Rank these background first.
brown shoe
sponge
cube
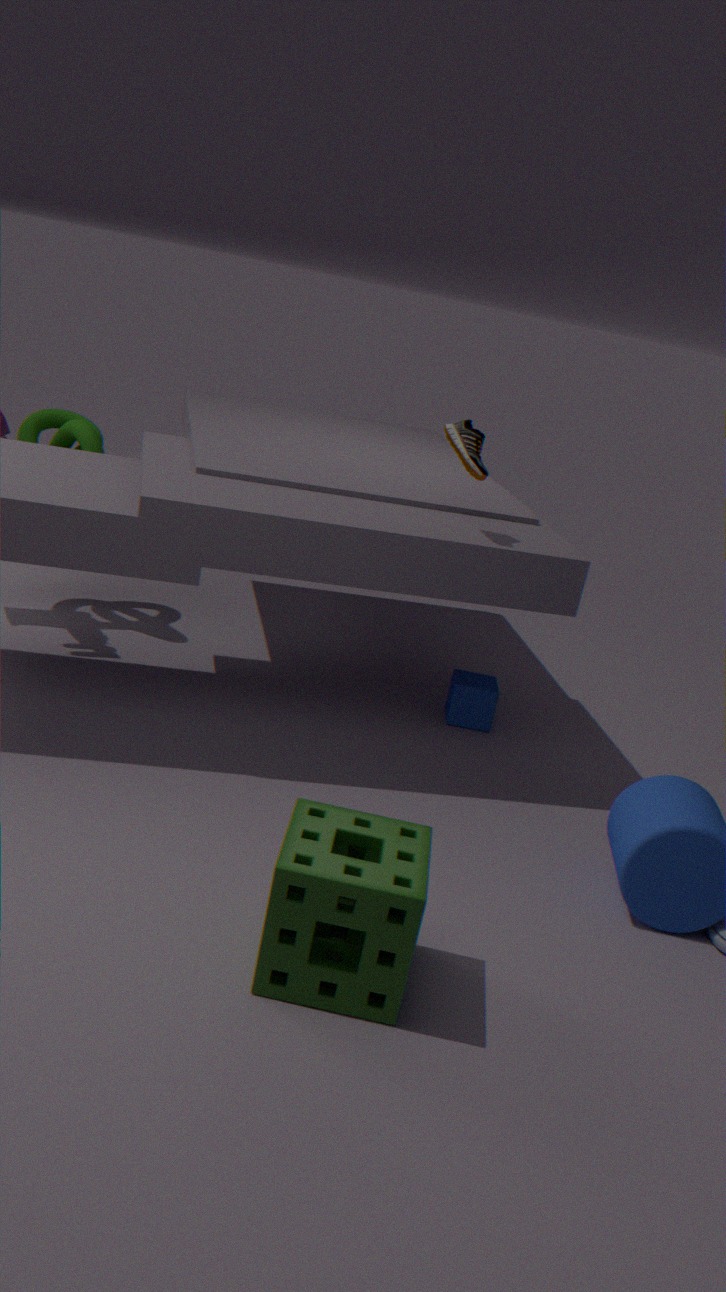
cube, brown shoe, sponge
